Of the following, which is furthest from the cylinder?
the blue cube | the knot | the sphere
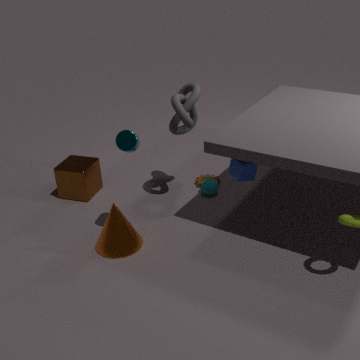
the sphere
